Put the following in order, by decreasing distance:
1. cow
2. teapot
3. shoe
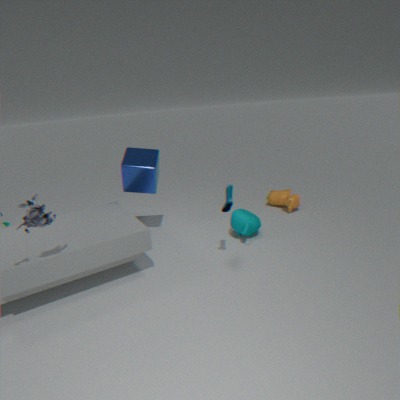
1. cow
2. teapot
3. shoe
